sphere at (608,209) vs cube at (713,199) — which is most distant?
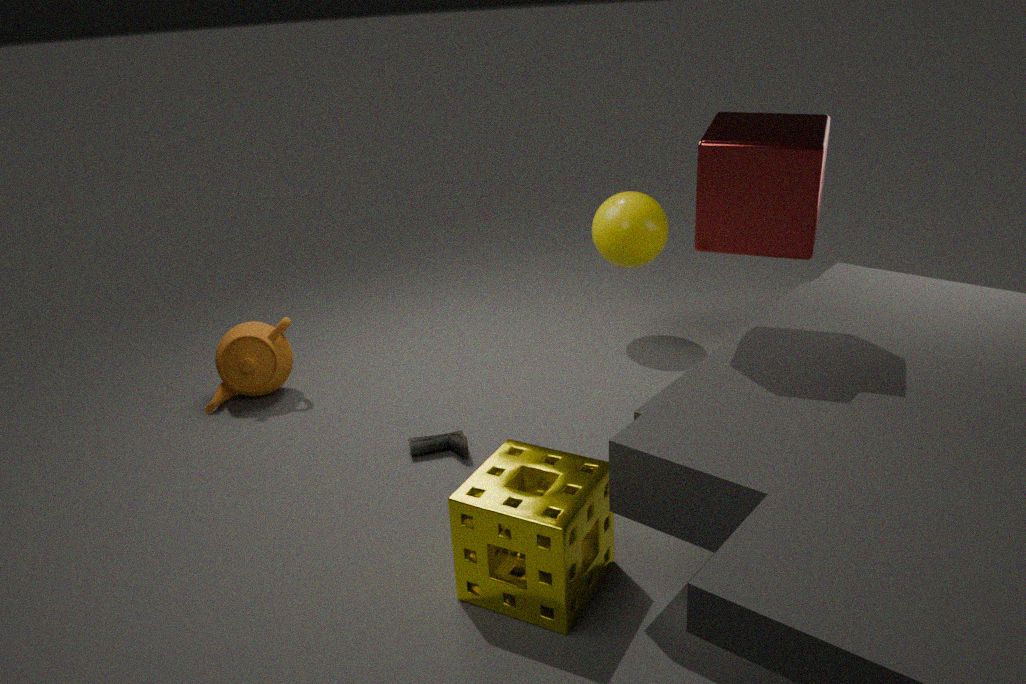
sphere at (608,209)
